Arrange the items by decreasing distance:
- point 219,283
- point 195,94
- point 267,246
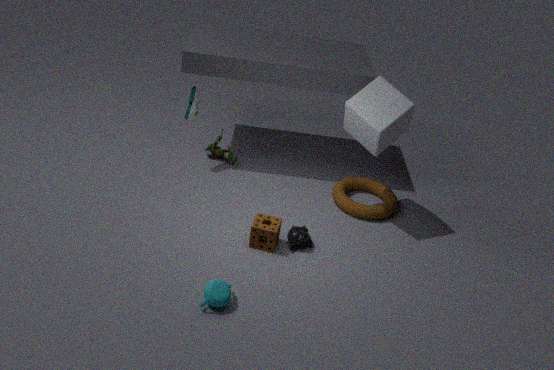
point 195,94
point 267,246
point 219,283
